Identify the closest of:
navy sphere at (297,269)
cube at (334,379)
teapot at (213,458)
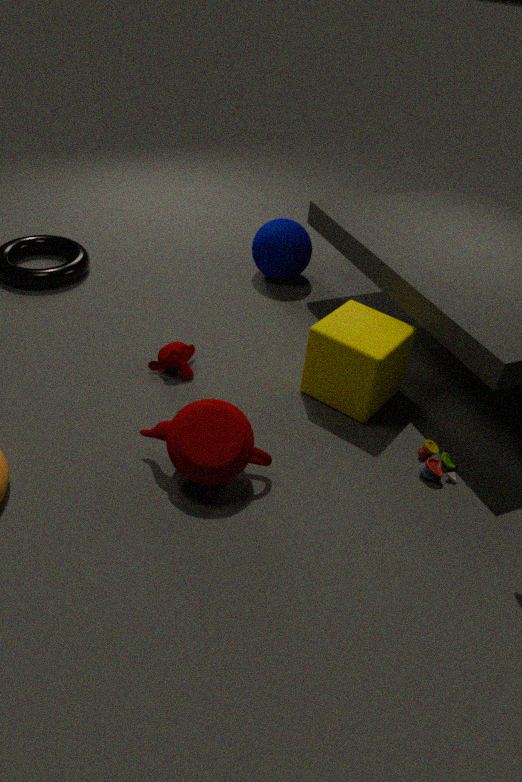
teapot at (213,458)
